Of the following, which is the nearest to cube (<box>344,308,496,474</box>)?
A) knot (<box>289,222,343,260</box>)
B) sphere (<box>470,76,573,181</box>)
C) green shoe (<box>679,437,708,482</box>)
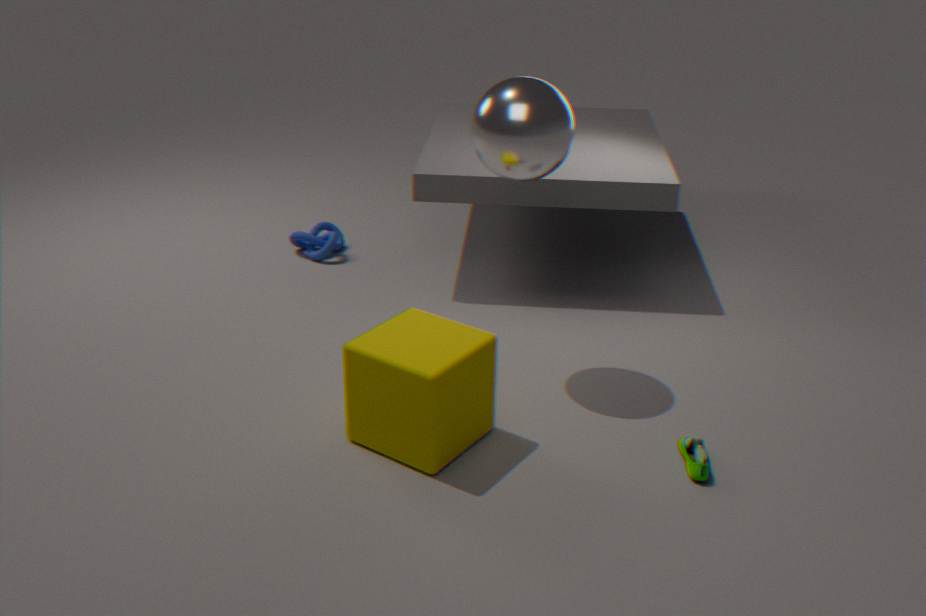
sphere (<box>470,76,573,181</box>)
